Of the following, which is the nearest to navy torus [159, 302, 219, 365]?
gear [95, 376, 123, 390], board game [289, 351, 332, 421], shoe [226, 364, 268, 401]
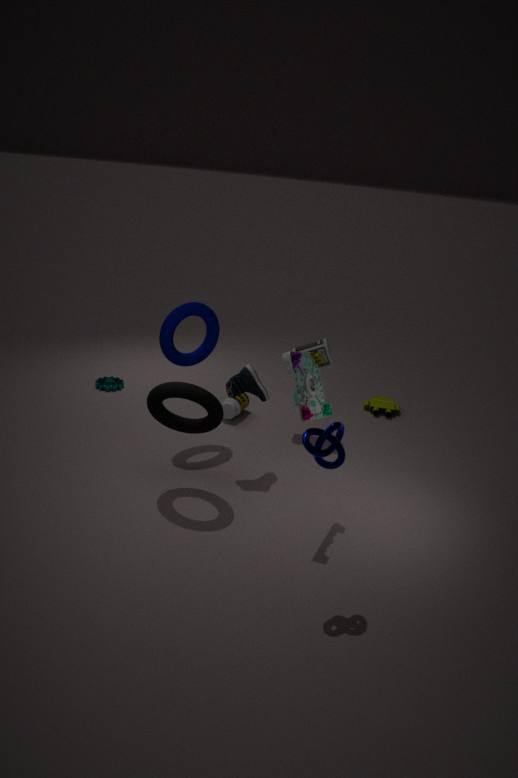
shoe [226, 364, 268, 401]
